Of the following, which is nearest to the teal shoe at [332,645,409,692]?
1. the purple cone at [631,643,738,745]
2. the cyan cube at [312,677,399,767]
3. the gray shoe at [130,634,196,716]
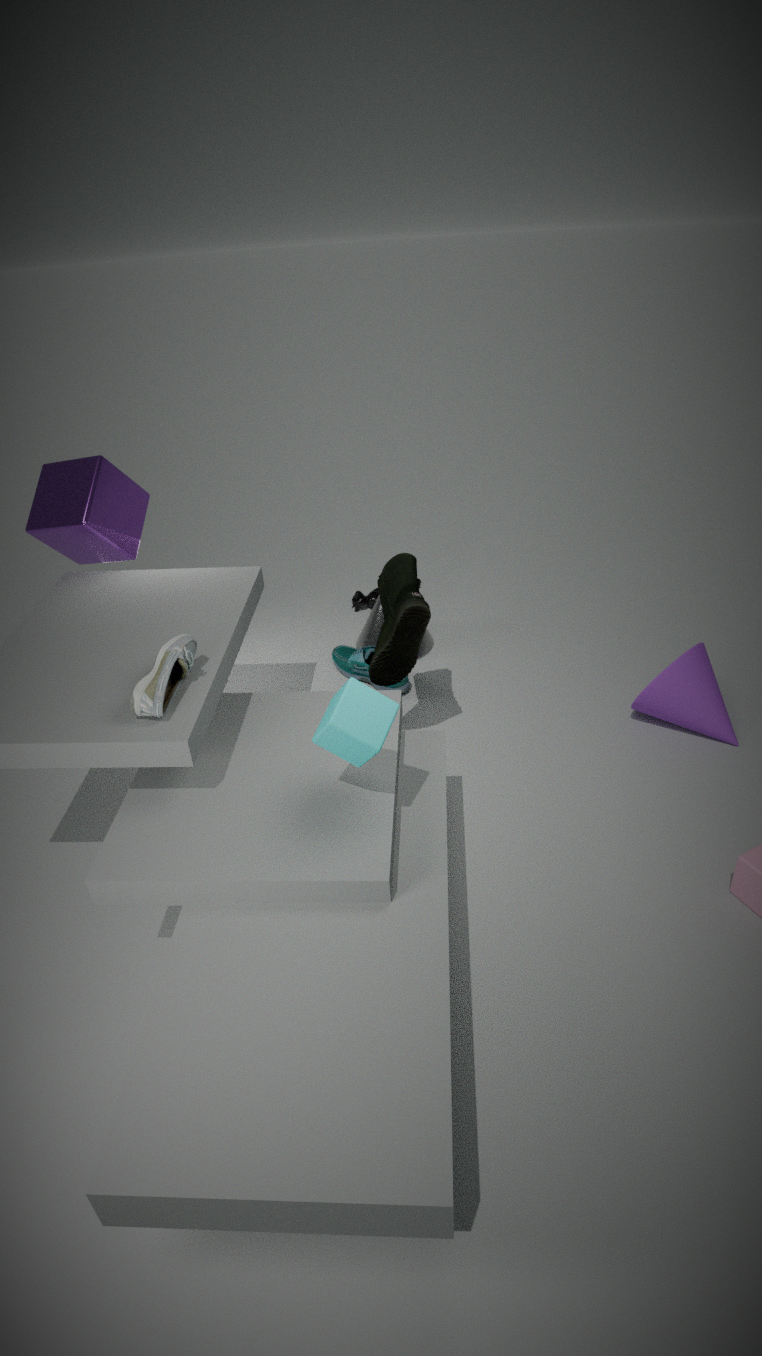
the purple cone at [631,643,738,745]
